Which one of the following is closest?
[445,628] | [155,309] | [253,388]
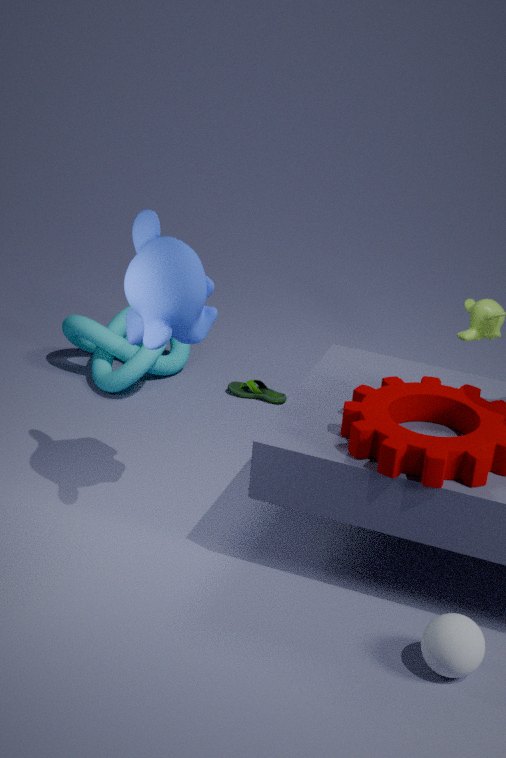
[445,628]
